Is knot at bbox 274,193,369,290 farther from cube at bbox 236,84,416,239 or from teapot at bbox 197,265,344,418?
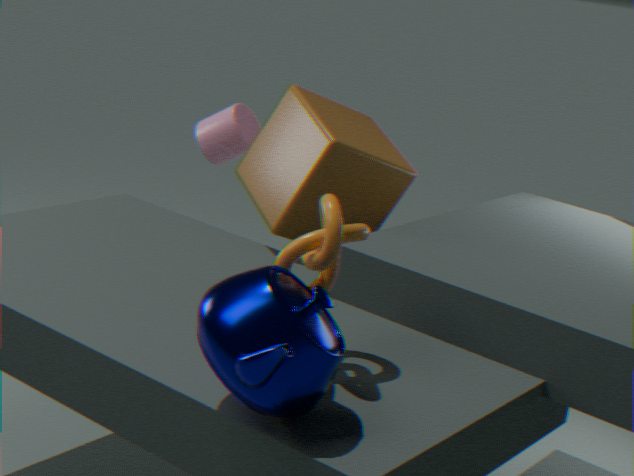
cube at bbox 236,84,416,239
